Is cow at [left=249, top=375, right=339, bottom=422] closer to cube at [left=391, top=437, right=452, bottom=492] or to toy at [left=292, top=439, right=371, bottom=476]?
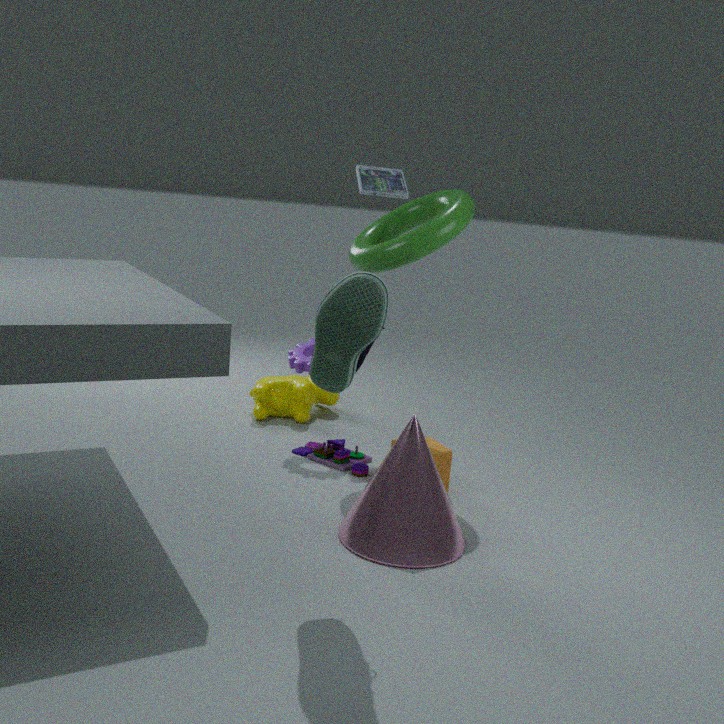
toy at [left=292, top=439, right=371, bottom=476]
